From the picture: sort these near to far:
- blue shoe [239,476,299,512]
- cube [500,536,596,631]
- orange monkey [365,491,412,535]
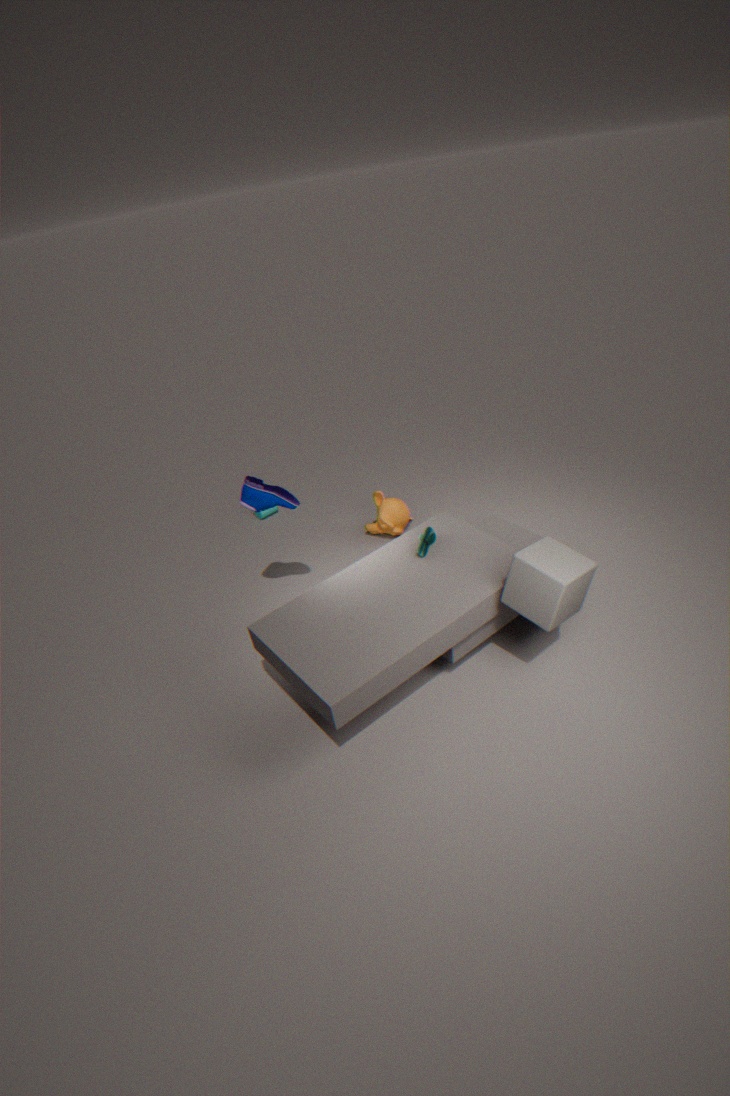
cube [500,536,596,631], blue shoe [239,476,299,512], orange monkey [365,491,412,535]
